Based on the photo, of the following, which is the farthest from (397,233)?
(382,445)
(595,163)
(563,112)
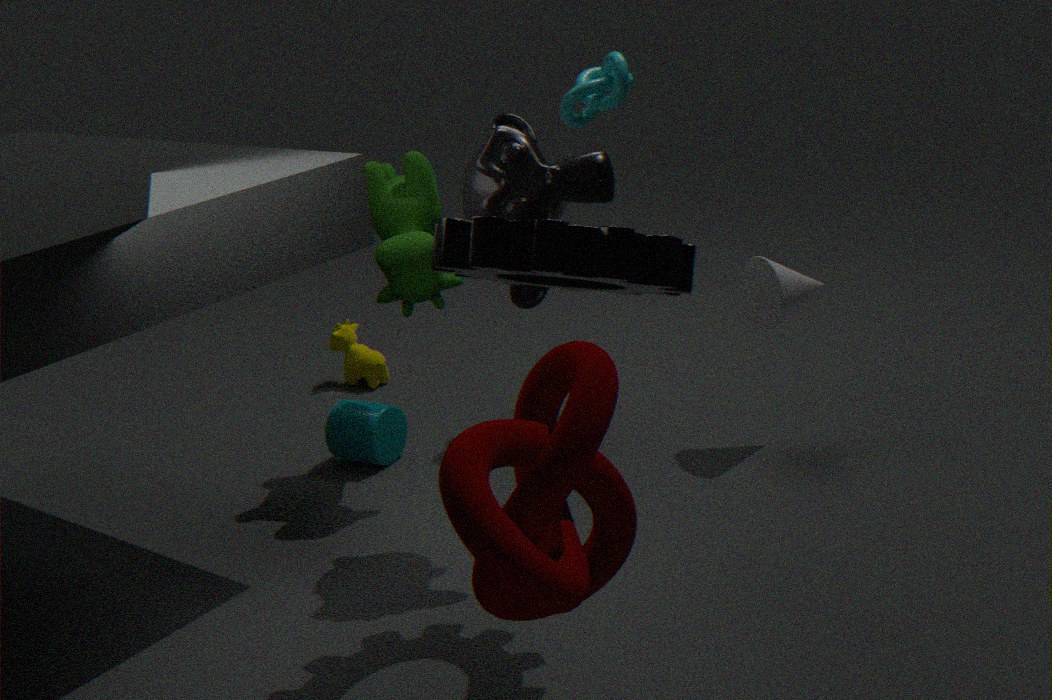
(563,112)
